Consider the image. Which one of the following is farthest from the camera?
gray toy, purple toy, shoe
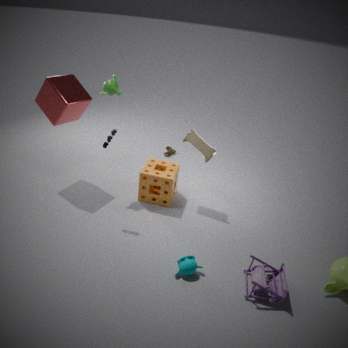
shoe
